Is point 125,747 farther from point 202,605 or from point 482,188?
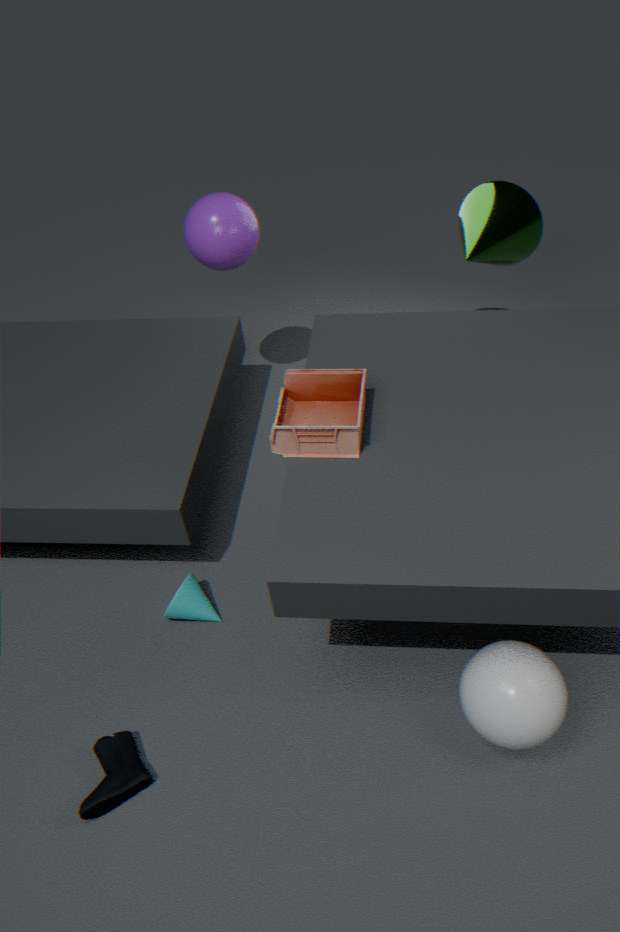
point 482,188
